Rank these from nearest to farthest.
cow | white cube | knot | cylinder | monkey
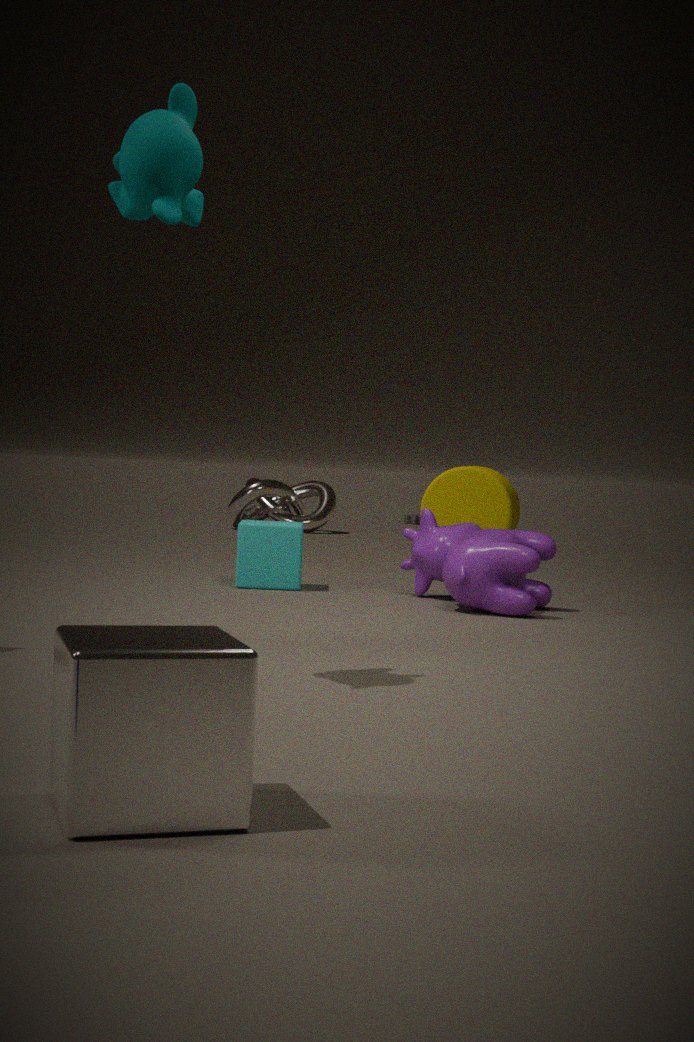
white cube, monkey, cow, cylinder, knot
